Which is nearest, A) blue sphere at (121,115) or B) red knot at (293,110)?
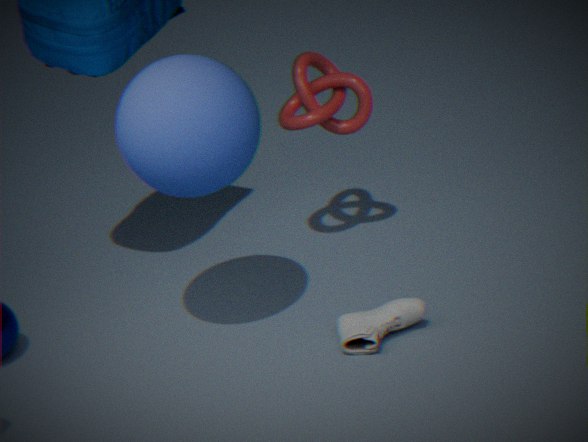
A. blue sphere at (121,115)
